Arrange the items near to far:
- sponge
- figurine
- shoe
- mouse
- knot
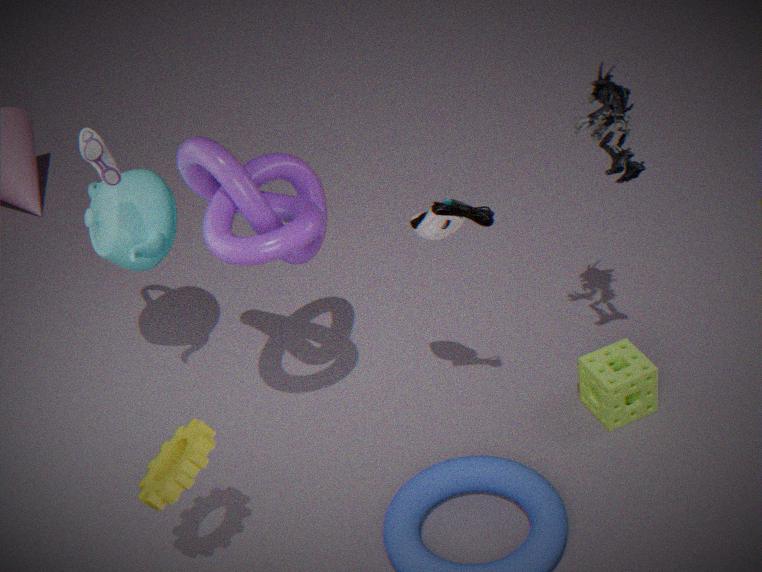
1. mouse
2. knot
3. figurine
4. shoe
5. sponge
